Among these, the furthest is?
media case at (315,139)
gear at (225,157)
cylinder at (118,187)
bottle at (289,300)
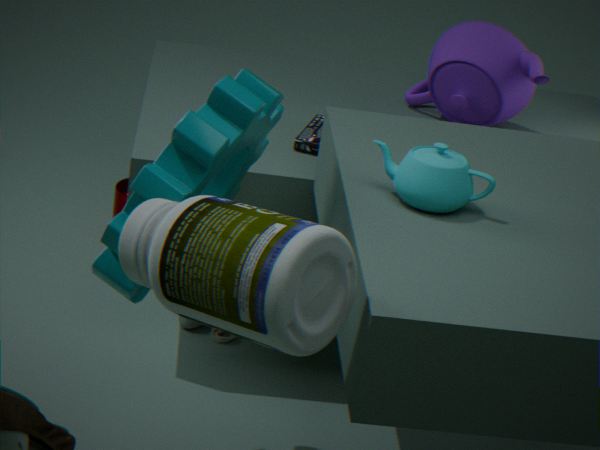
cylinder at (118,187)
